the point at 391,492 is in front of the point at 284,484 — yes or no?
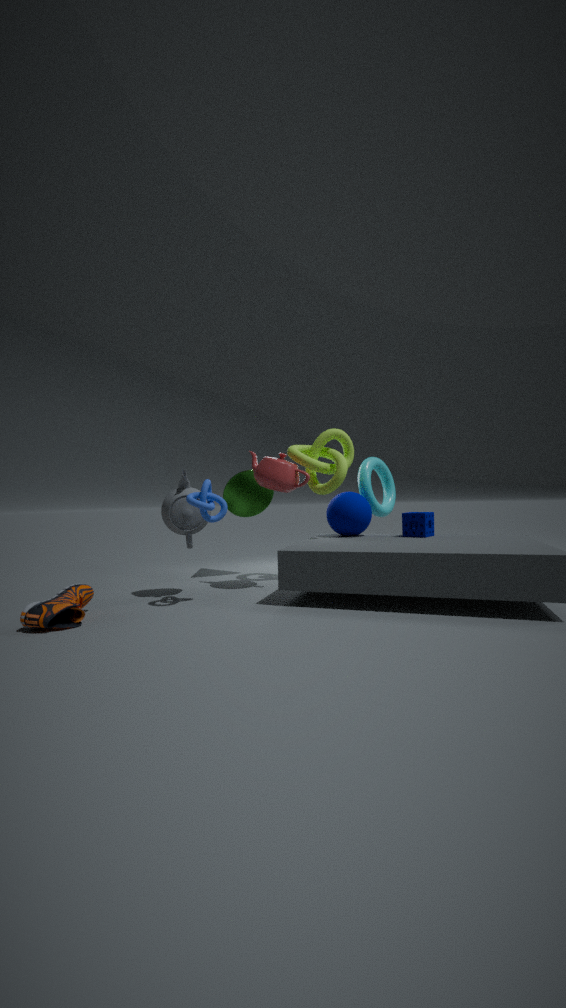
No
